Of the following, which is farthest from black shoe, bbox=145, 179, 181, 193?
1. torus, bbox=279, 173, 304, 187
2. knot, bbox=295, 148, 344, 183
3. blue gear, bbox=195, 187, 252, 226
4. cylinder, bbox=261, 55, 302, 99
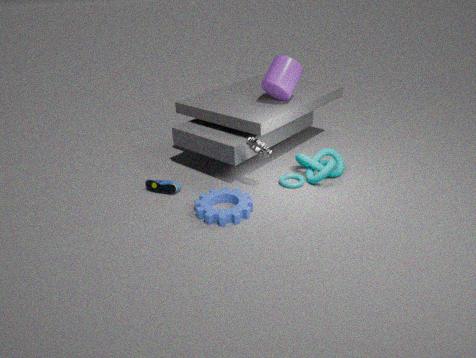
cylinder, bbox=261, 55, 302, 99
